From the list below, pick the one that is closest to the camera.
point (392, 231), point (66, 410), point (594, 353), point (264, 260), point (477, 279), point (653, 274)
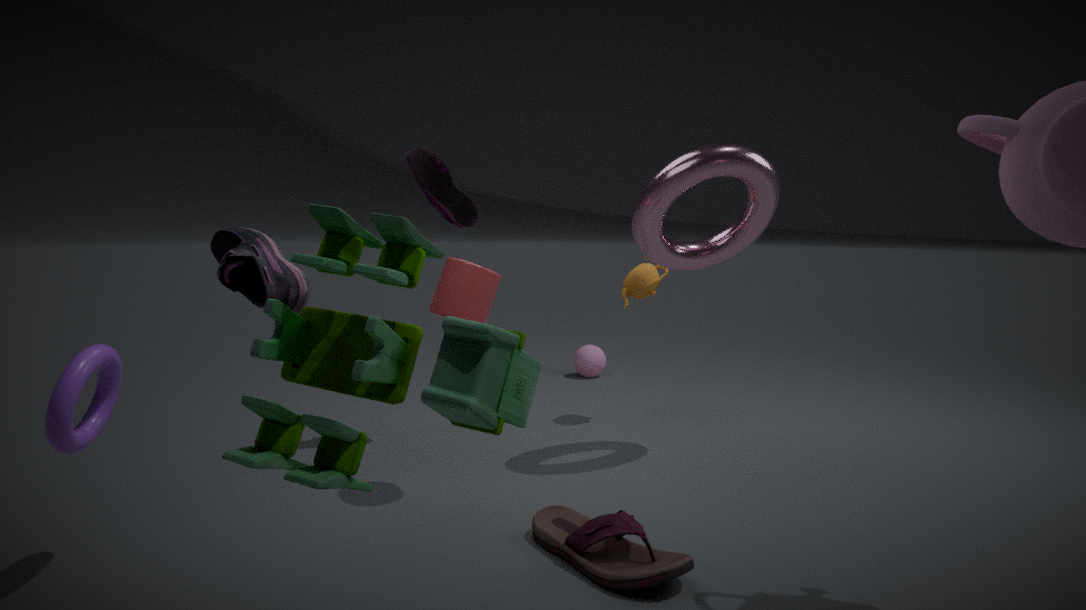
point (392, 231)
